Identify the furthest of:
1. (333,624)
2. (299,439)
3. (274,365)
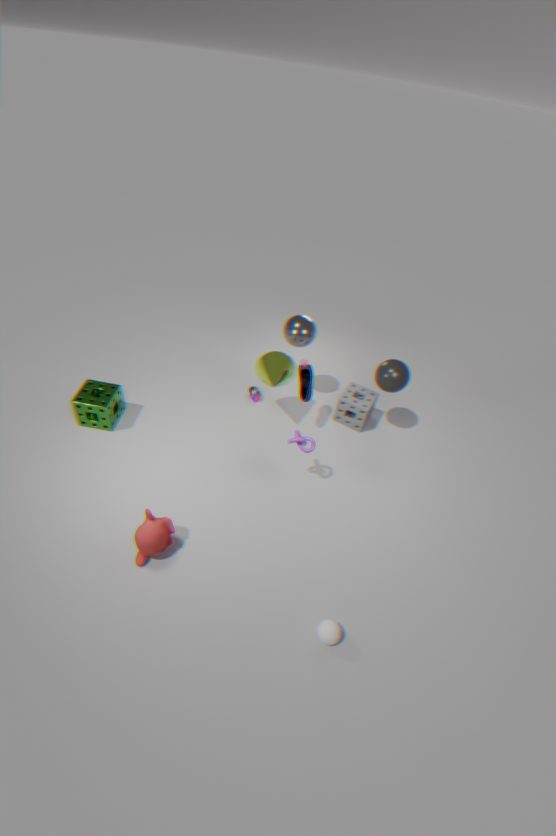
(274,365)
